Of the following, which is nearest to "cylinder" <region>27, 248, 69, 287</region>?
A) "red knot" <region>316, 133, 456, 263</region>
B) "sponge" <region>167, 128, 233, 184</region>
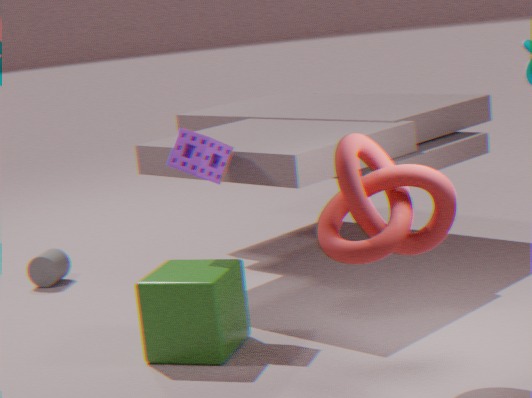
"sponge" <region>167, 128, 233, 184</region>
